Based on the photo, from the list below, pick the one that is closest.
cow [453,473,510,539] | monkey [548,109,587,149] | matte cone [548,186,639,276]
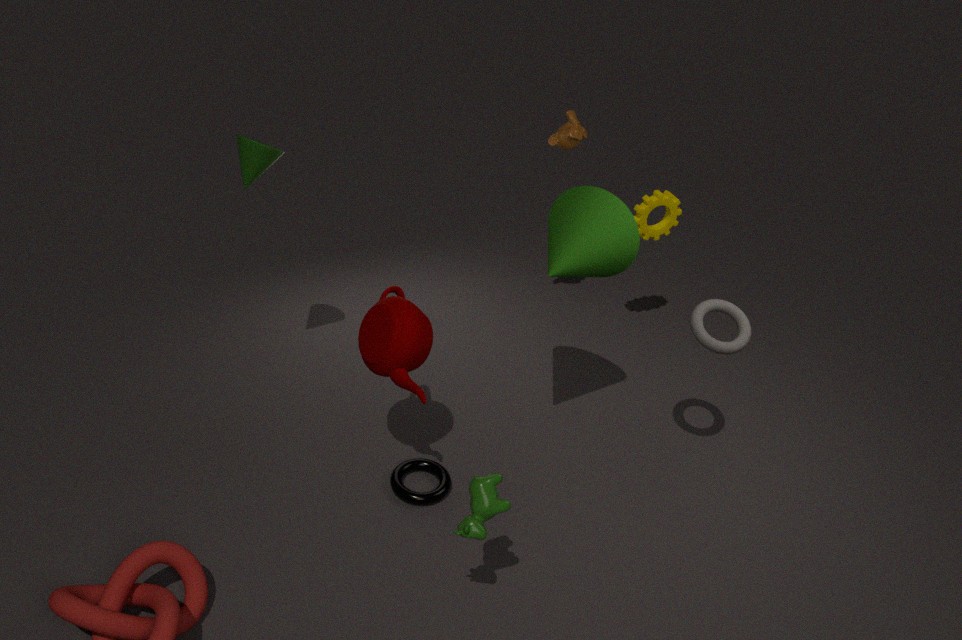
cow [453,473,510,539]
